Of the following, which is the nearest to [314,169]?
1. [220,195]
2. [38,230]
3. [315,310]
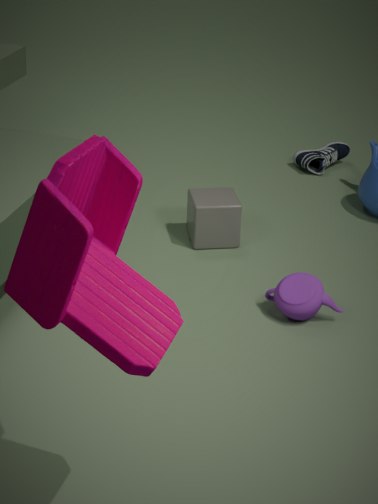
[220,195]
